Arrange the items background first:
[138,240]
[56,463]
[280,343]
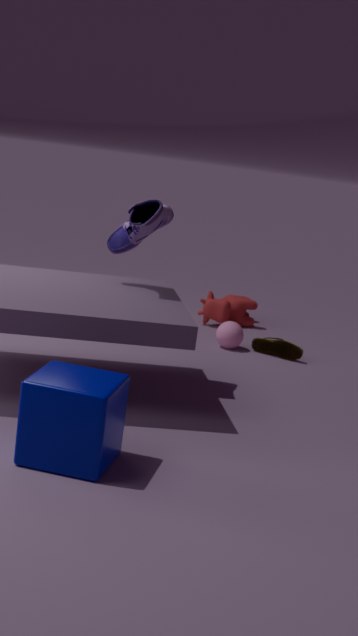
[280,343]
[138,240]
[56,463]
